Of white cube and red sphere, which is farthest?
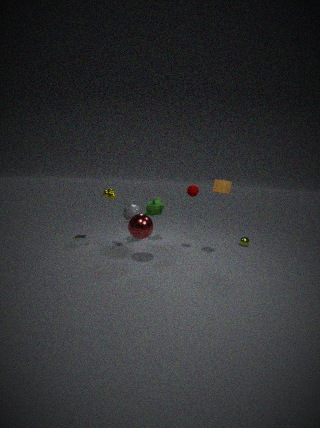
white cube
